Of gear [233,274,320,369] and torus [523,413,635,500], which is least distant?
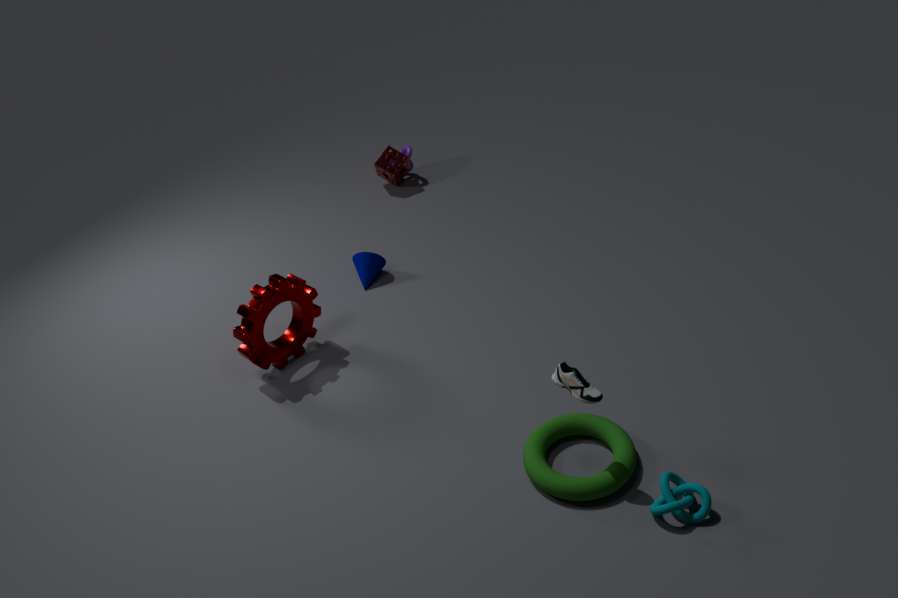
torus [523,413,635,500]
